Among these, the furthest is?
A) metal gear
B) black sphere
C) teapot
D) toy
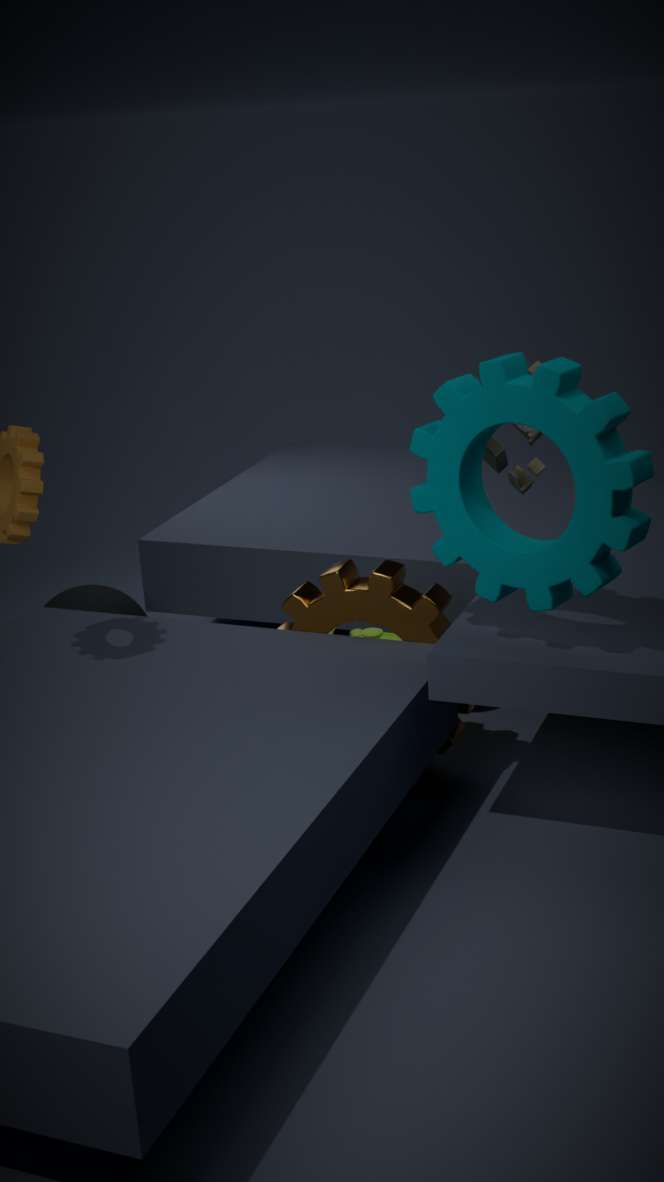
black sphere
